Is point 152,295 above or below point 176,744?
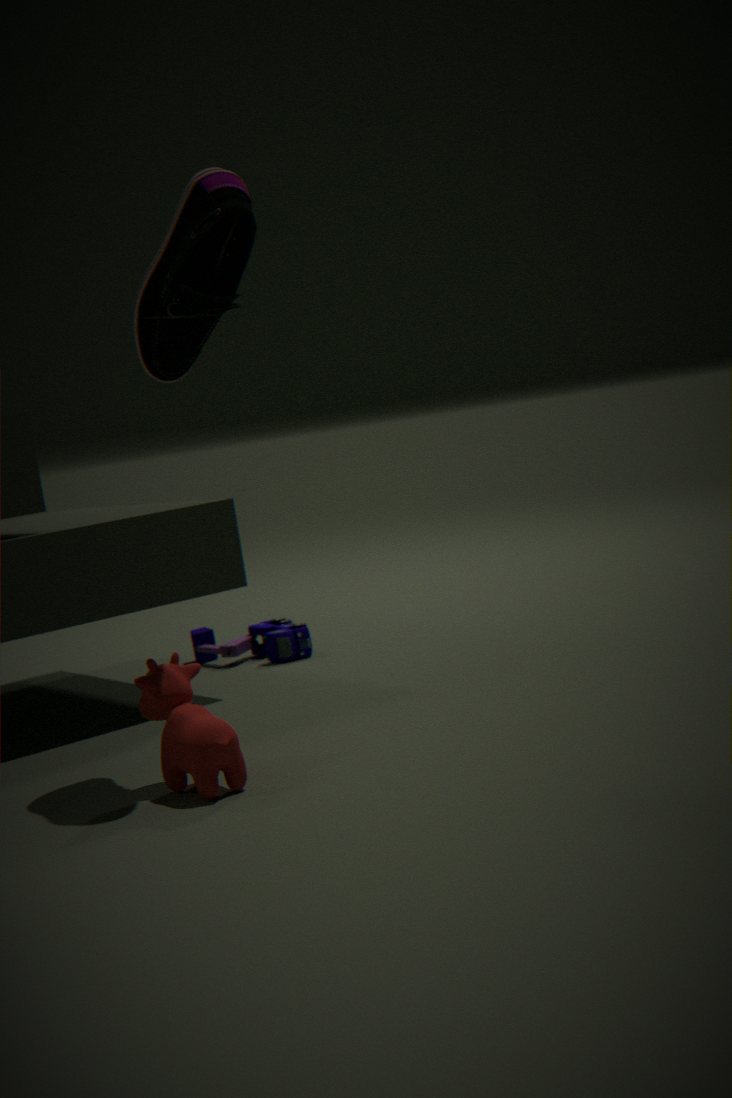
above
